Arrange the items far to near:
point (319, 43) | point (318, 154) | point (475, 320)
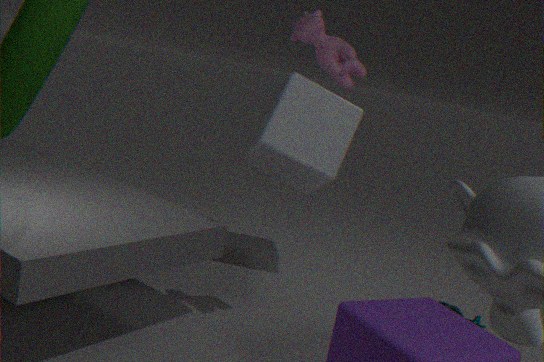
point (318, 154) < point (475, 320) < point (319, 43)
